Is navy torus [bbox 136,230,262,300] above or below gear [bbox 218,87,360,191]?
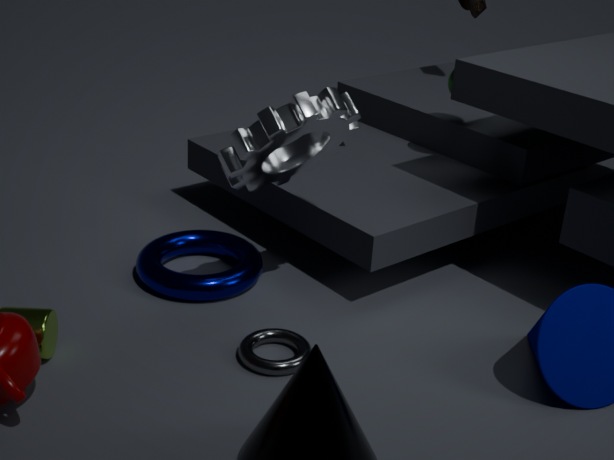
below
